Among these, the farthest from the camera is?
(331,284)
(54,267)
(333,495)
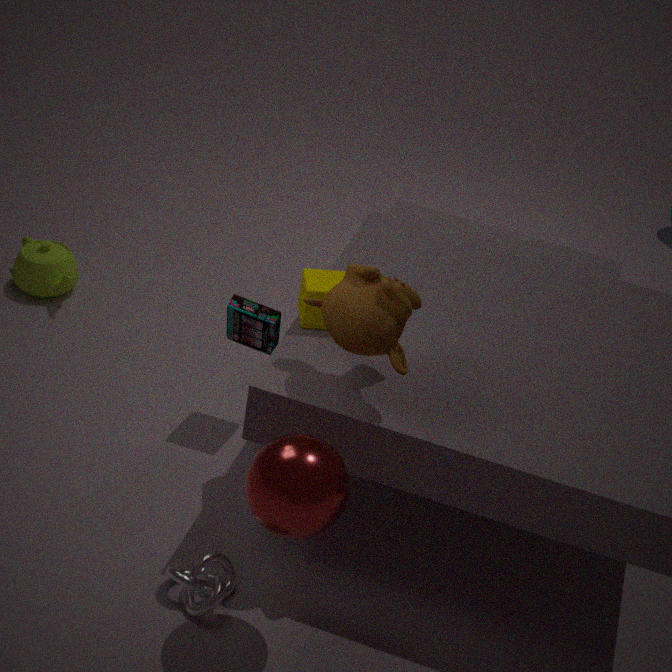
(54,267)
